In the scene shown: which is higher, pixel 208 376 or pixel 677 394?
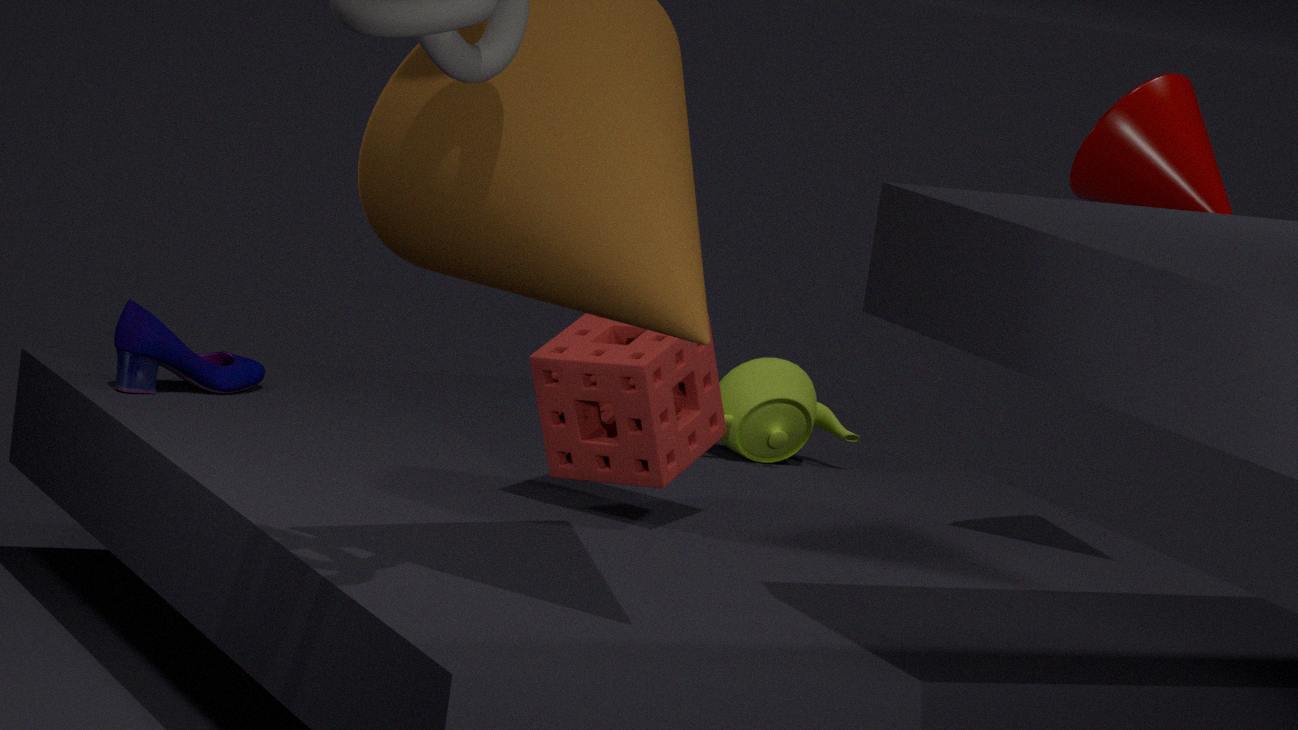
pixel 677 394
